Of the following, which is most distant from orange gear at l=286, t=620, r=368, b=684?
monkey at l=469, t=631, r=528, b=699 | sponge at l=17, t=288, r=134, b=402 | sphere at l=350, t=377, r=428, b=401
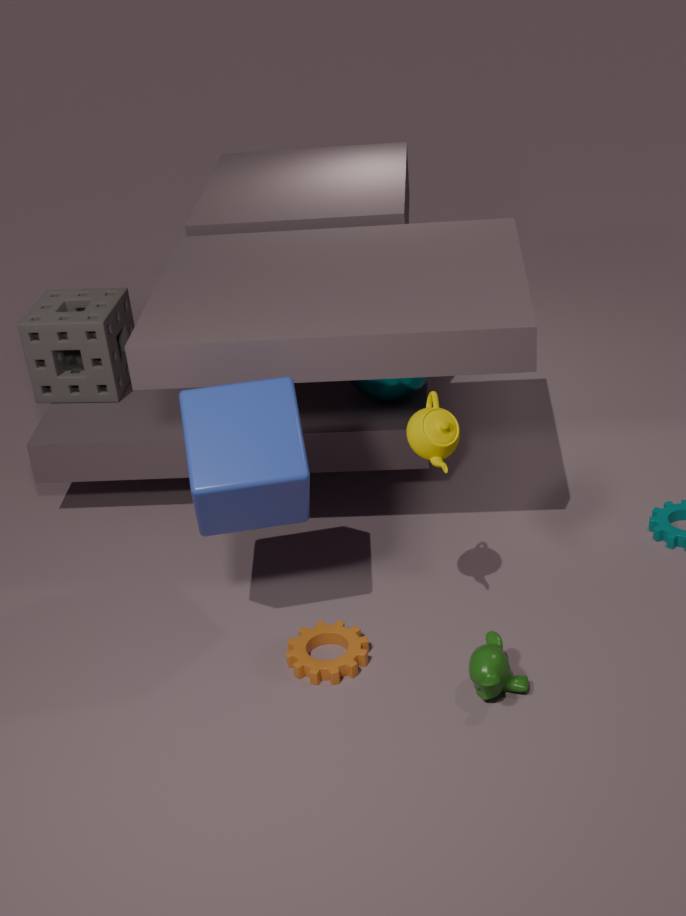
sponge at l=17, t=288, r=134, b=402
